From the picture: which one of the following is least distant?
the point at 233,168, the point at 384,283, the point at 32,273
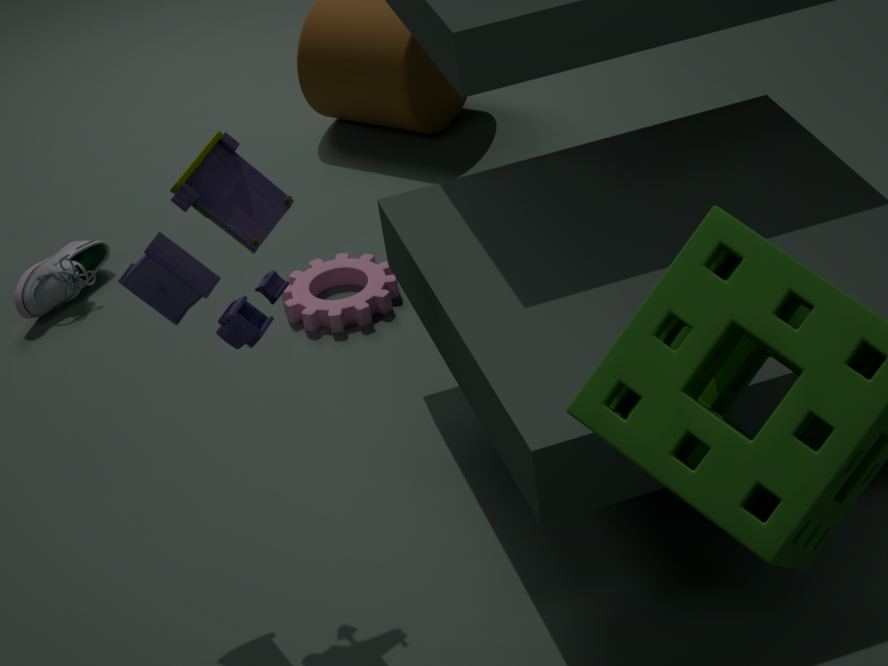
the point at 233,168
